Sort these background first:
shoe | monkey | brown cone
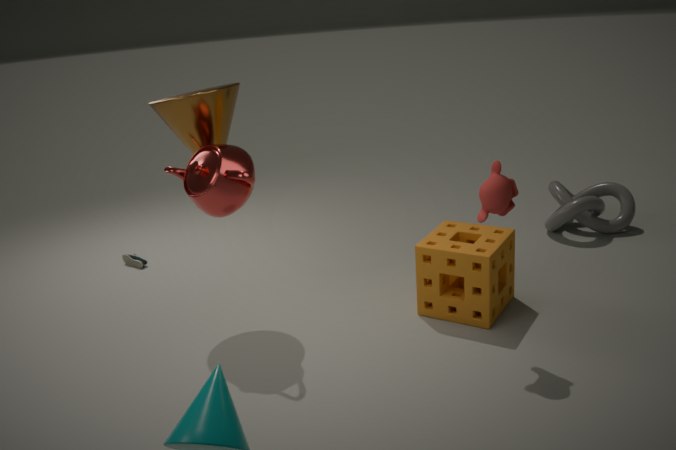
shoe
brown cone
monkey
